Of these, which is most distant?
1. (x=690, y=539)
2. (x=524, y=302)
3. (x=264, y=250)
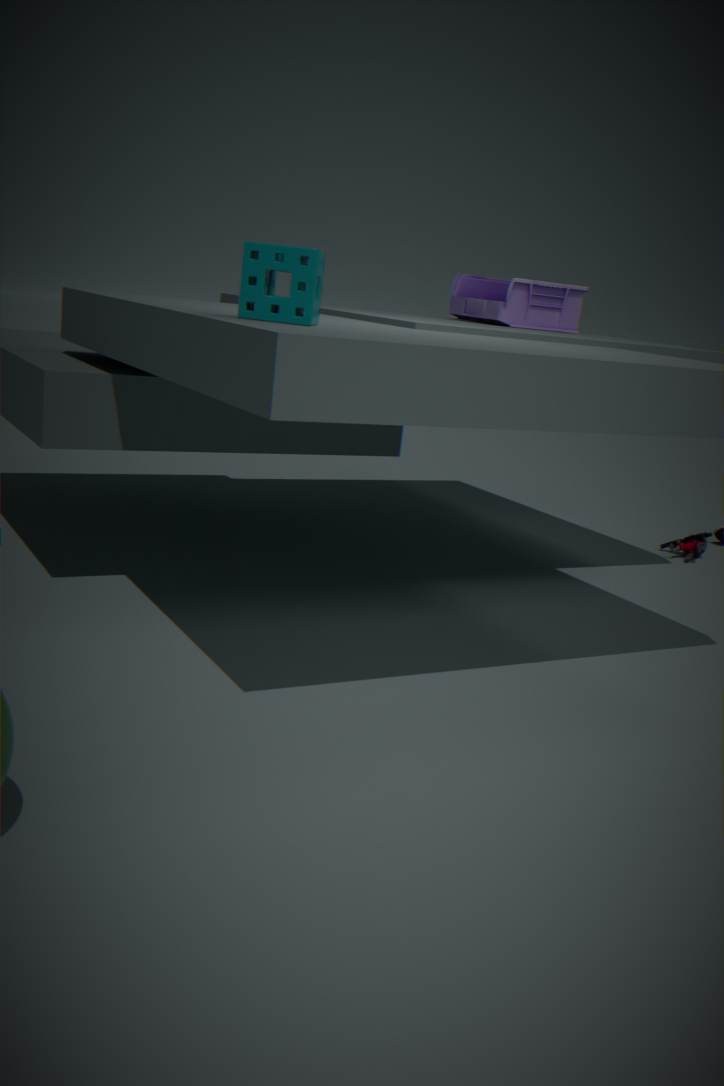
(x=690, y=539)
